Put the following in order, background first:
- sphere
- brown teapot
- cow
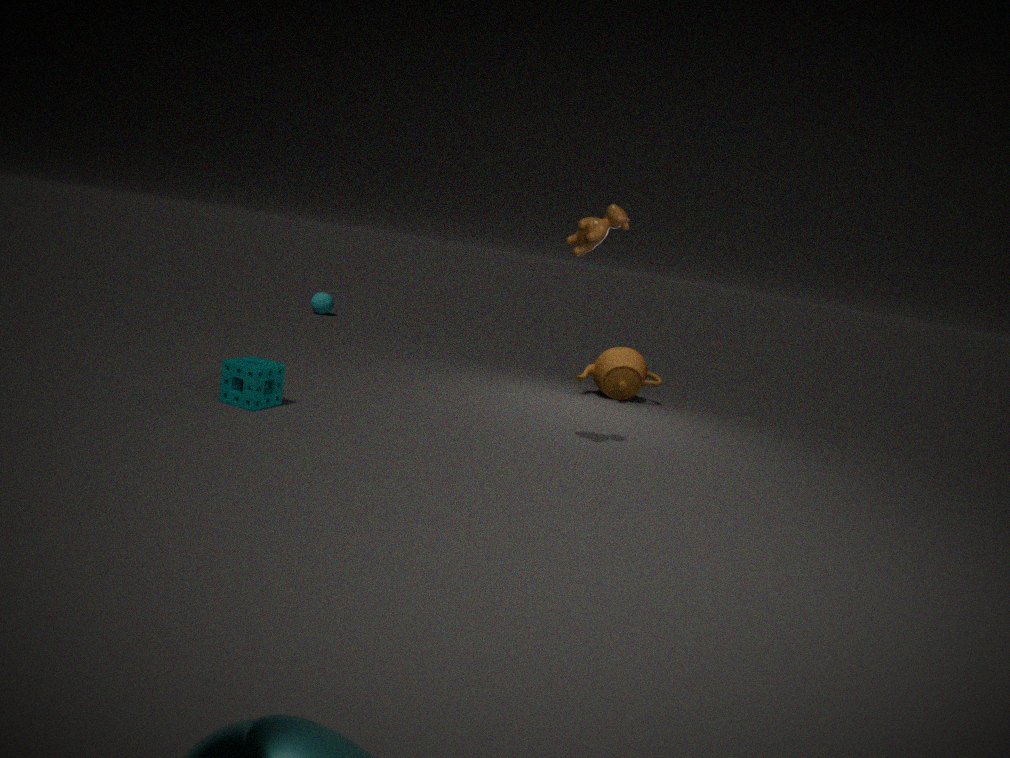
1. sphere
2. brown teapot
3. cow
